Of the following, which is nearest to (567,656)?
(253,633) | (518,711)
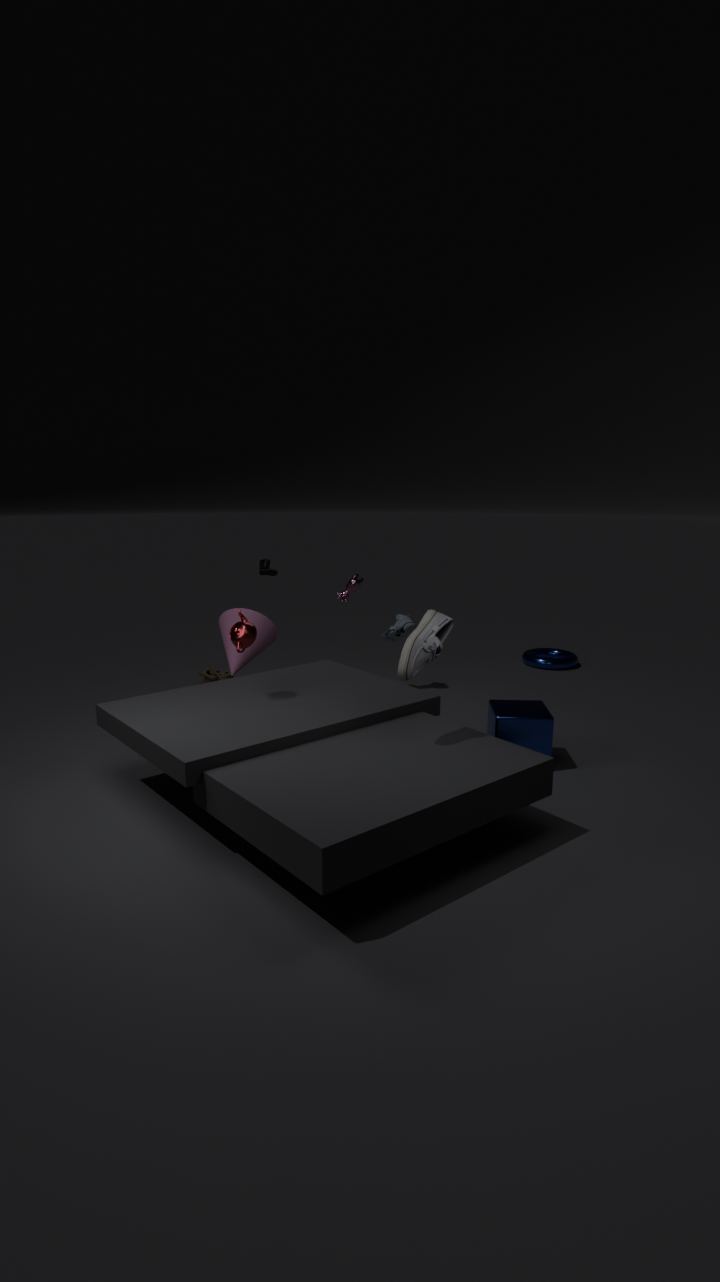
(518,711)
